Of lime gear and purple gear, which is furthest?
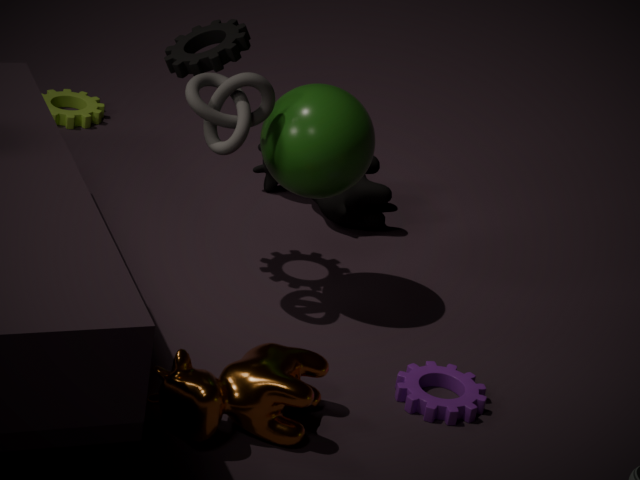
lime gear
